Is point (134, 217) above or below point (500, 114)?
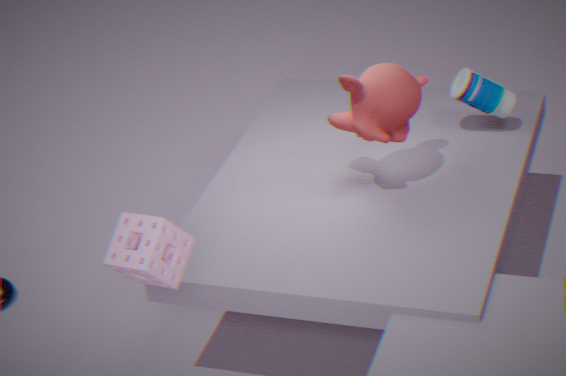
above
